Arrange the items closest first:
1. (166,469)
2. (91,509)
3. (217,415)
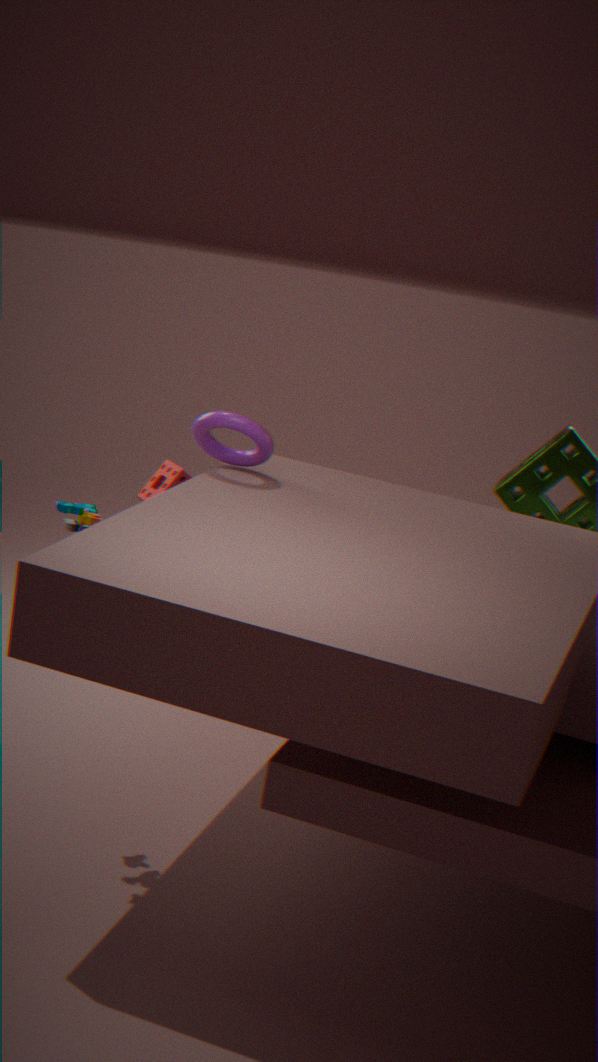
(91,509) < (217,415) < (166,469)
